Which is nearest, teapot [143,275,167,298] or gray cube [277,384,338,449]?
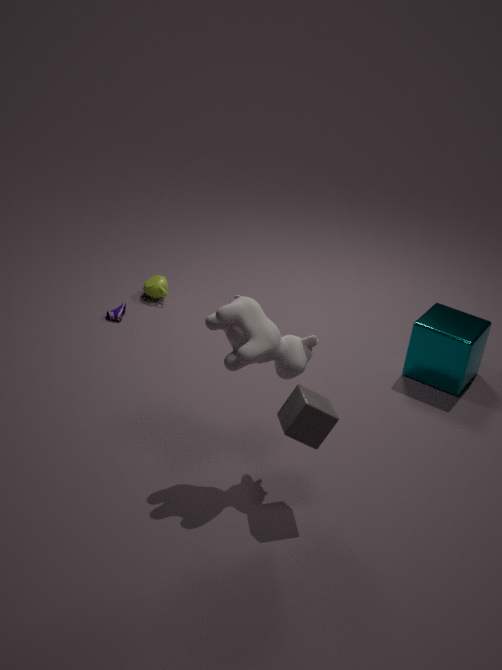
gray cube [277,384,338,449]
